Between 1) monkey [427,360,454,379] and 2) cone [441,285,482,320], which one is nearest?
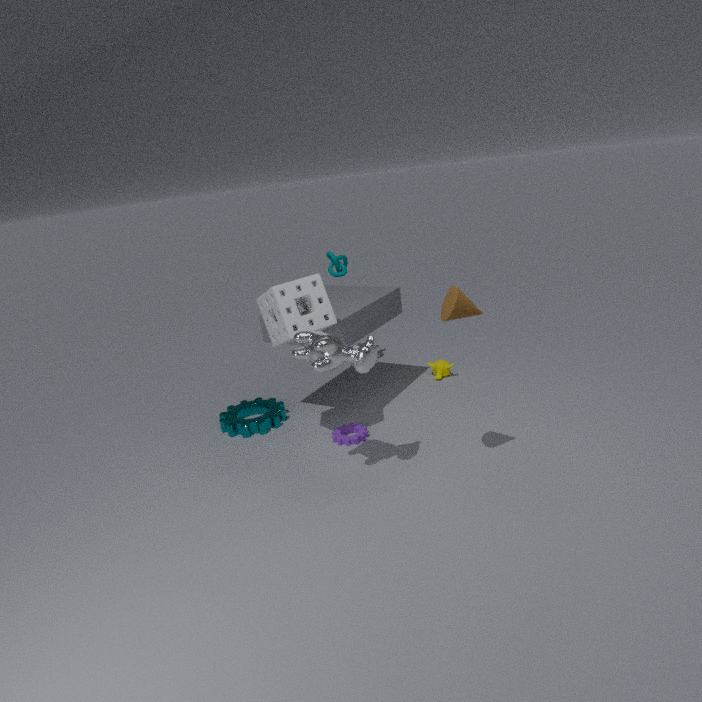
2. cone [441,285,482,320]
